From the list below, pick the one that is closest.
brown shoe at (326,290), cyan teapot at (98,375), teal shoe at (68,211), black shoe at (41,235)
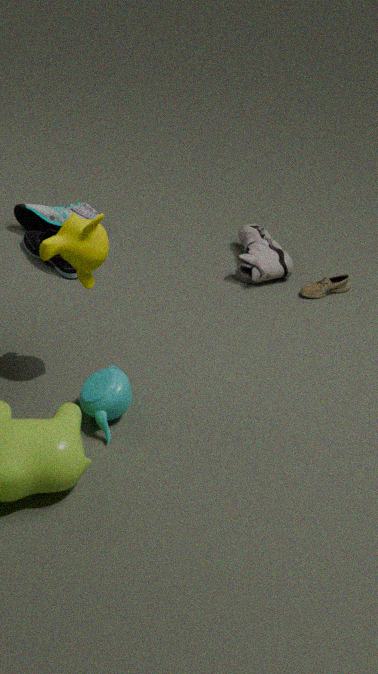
cyan teapot at (98,375)
